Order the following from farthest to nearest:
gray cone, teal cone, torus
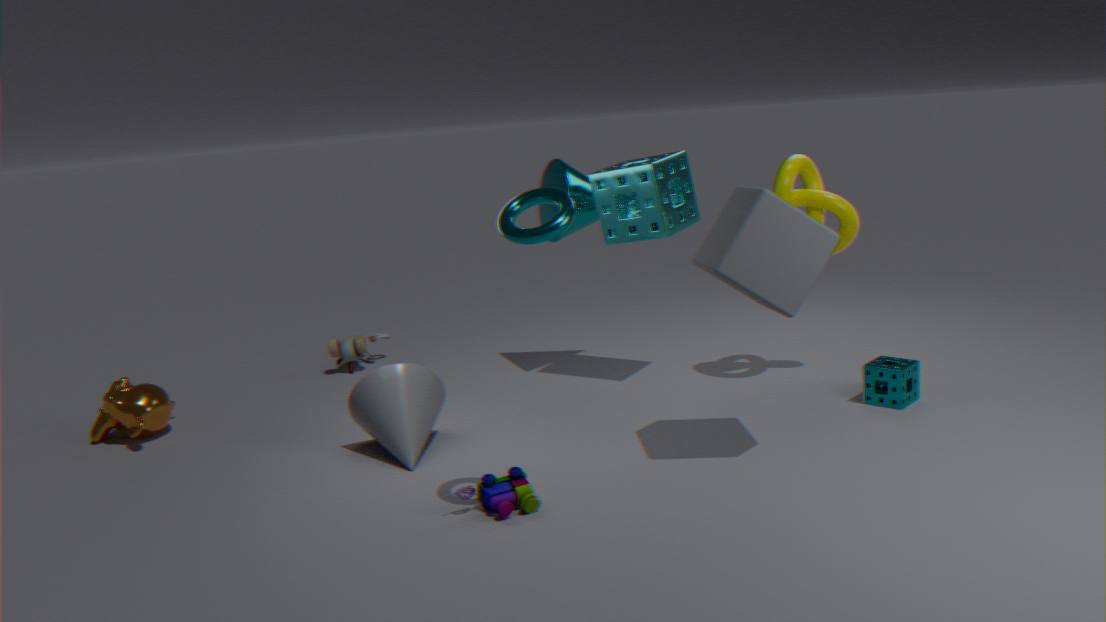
teal cone < gray cone < torus
